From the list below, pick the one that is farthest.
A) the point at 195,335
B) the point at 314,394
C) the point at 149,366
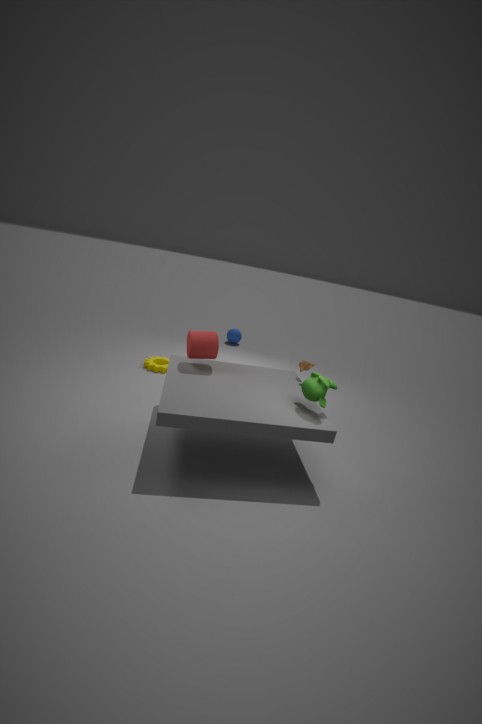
the point at 149,366
